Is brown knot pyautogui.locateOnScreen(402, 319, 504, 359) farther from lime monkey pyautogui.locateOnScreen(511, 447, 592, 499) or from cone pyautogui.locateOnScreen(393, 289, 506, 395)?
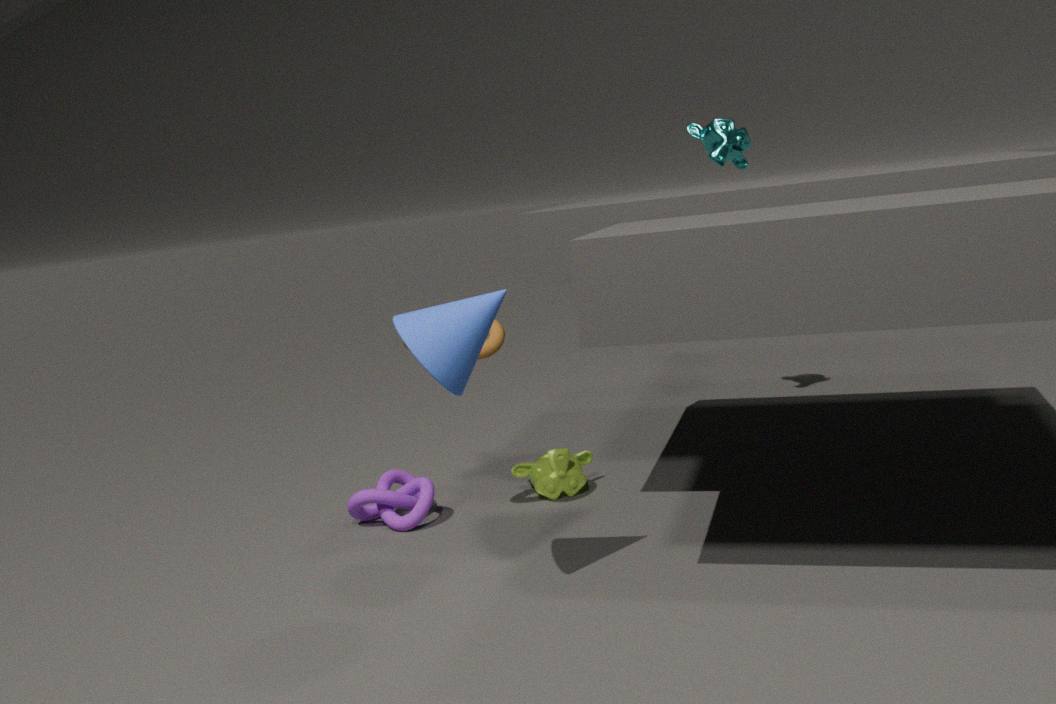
lime monkey pyautogui.locateOnScreen(511, 447, 592, 499)
